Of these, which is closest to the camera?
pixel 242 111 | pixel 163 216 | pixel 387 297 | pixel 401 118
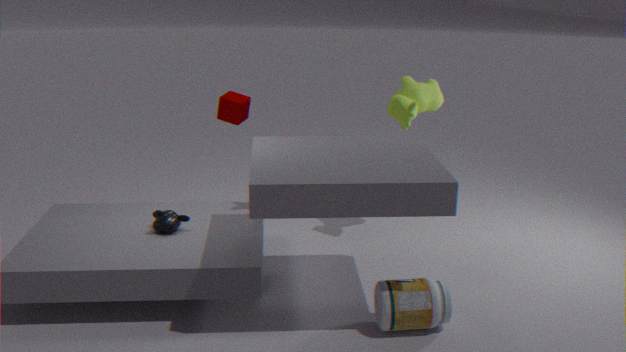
pixel 387 297
